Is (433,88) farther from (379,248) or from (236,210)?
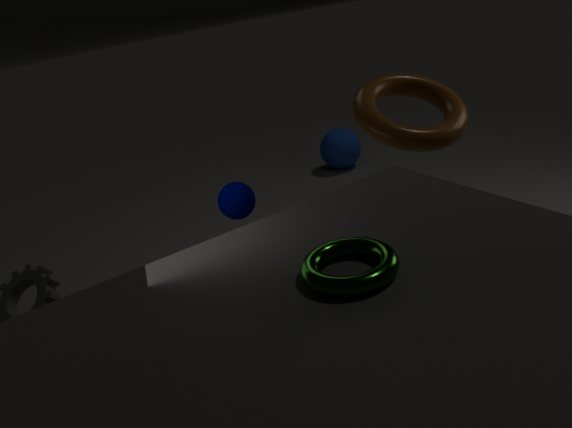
(379,248)
